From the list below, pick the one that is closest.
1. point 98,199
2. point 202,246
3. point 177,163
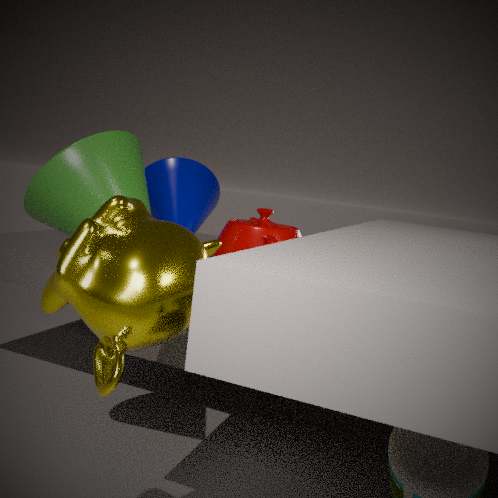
point 202,246
